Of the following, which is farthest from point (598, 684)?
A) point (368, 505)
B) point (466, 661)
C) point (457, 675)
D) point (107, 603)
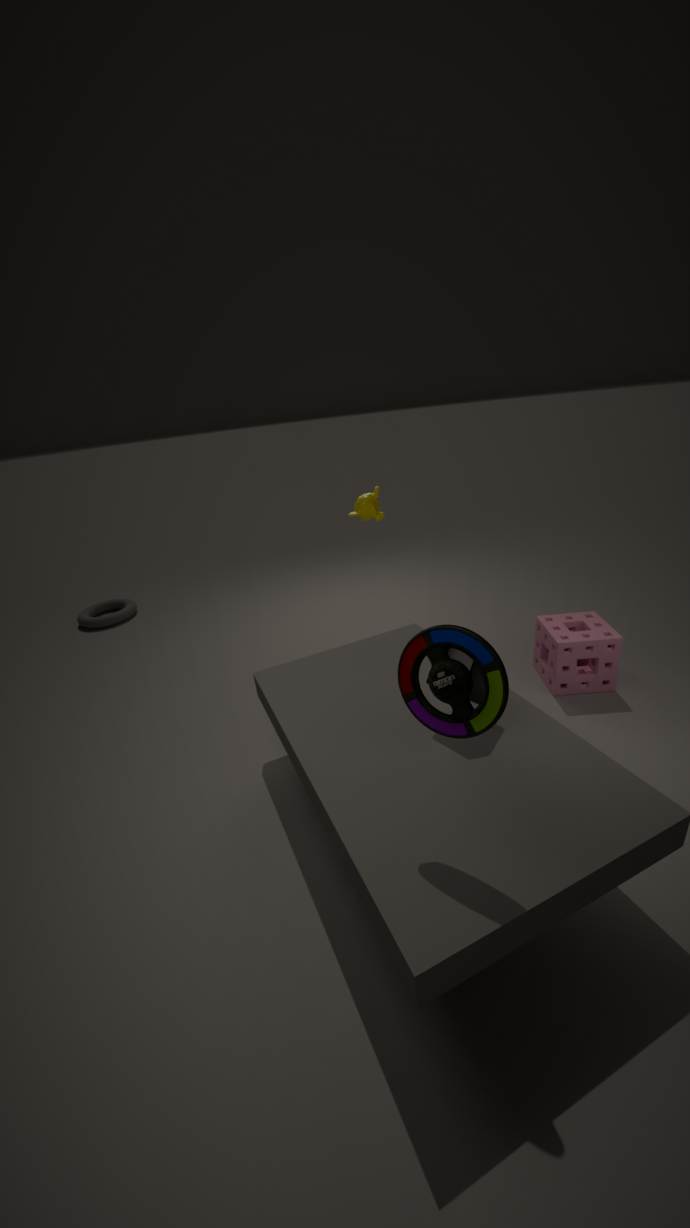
point (107, 603)
